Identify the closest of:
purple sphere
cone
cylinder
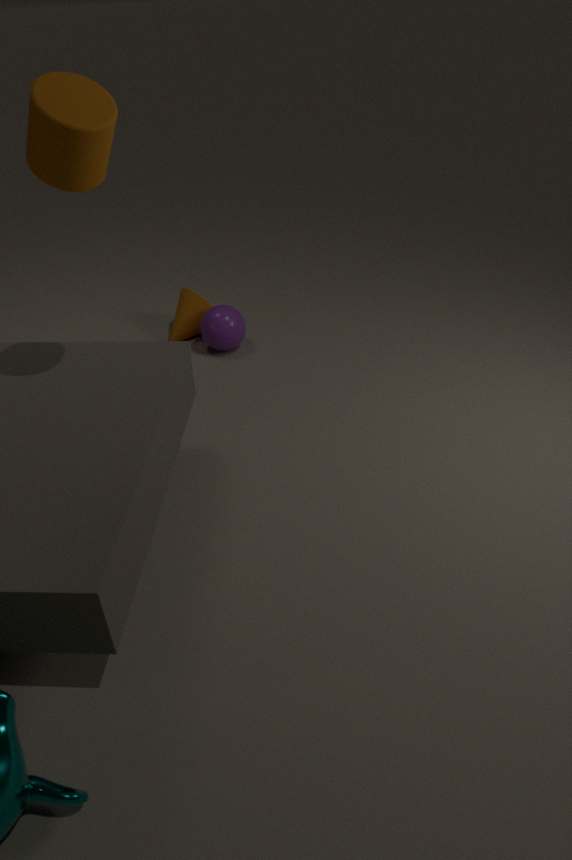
cylinder
